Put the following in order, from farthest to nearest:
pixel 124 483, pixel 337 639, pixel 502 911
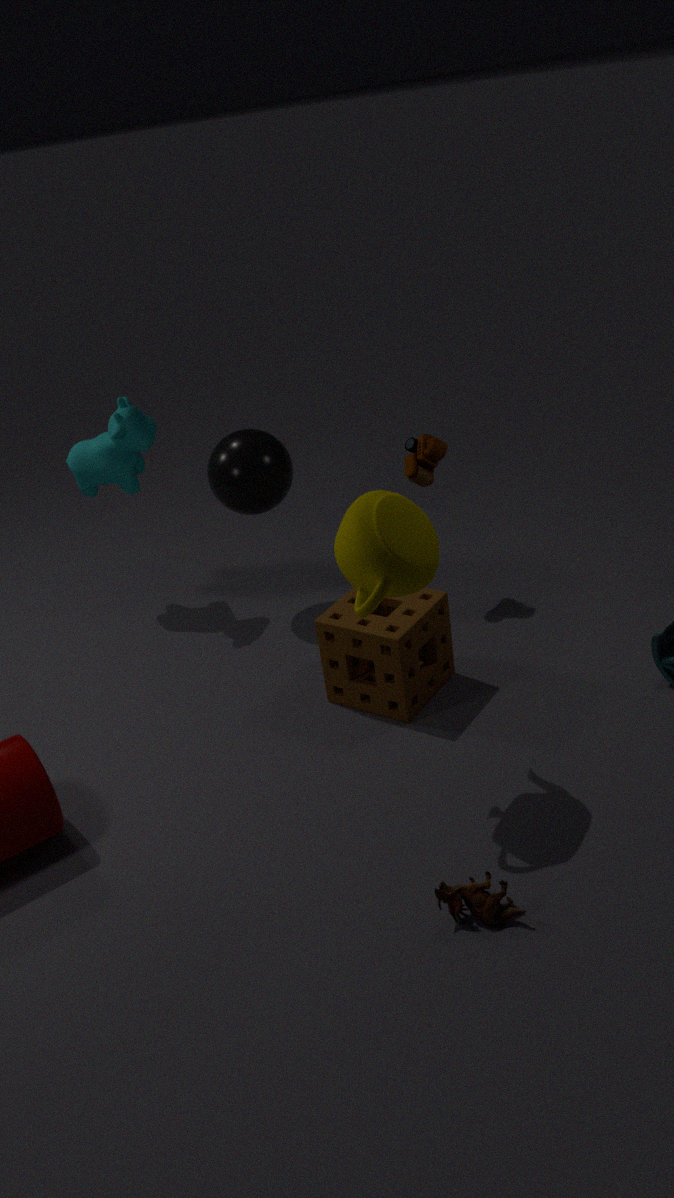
pixel 124 483 < pixel 337 639 < pixel 502 911
